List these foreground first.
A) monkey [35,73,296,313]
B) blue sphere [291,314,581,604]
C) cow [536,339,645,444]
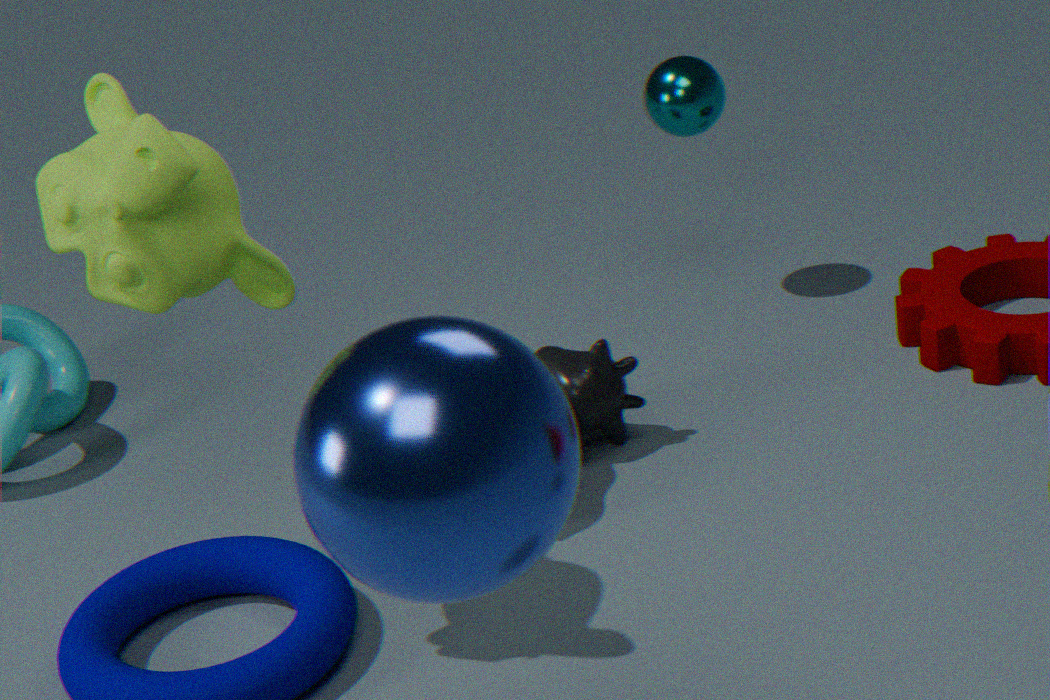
blue sphere [291,314,581,604], monkey [35,73,296,313], cow [536,339,645,444]
